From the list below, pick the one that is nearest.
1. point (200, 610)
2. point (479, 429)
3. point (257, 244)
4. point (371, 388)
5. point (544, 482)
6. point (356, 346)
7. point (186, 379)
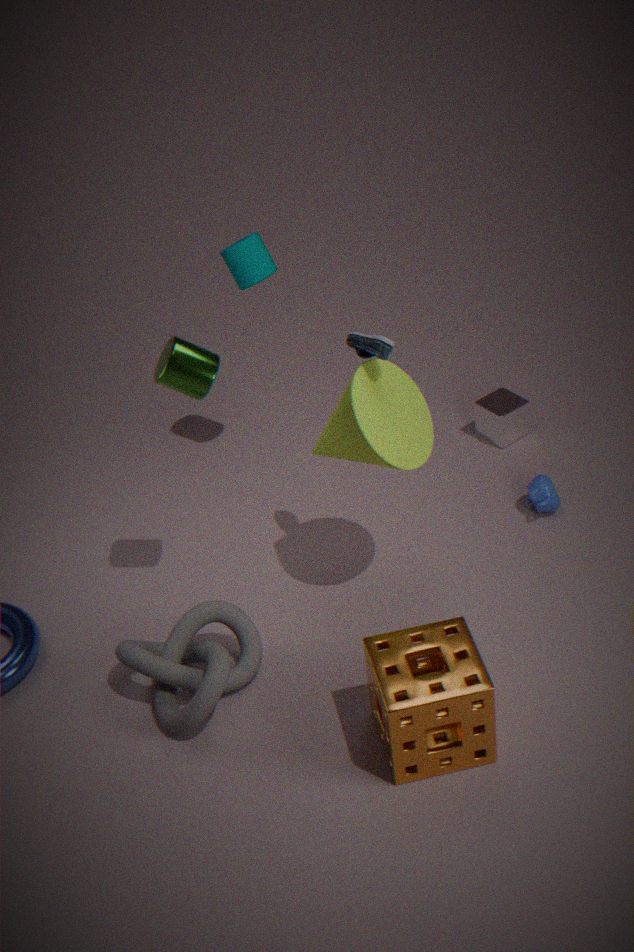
point (186, 379)
